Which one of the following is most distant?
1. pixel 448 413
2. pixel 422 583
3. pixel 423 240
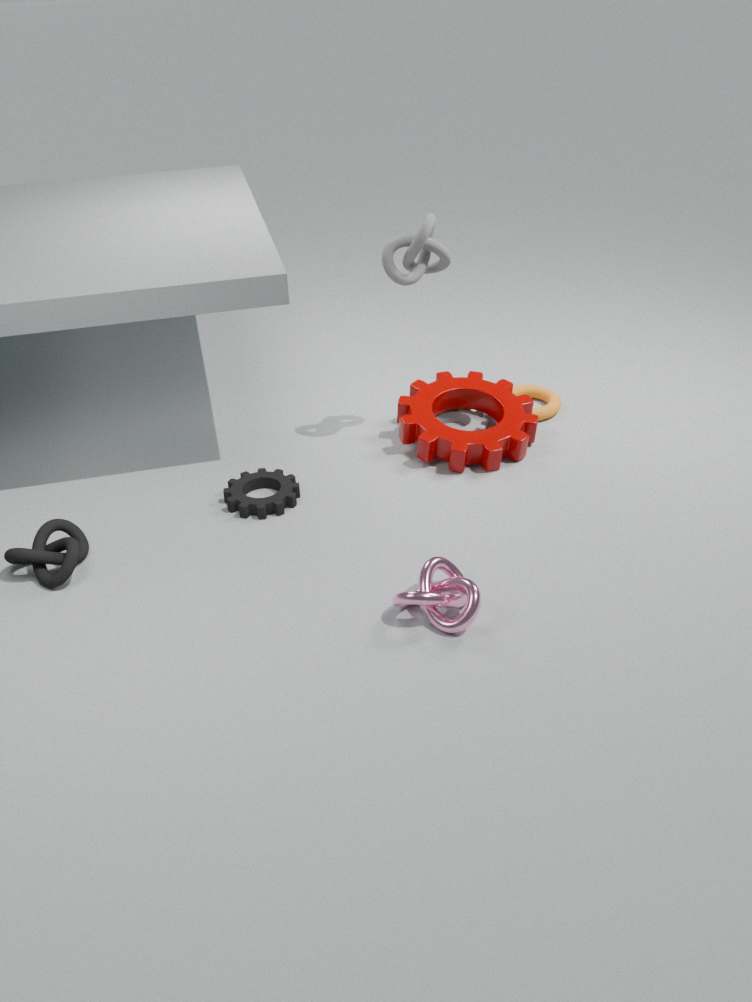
pixel 448 413
